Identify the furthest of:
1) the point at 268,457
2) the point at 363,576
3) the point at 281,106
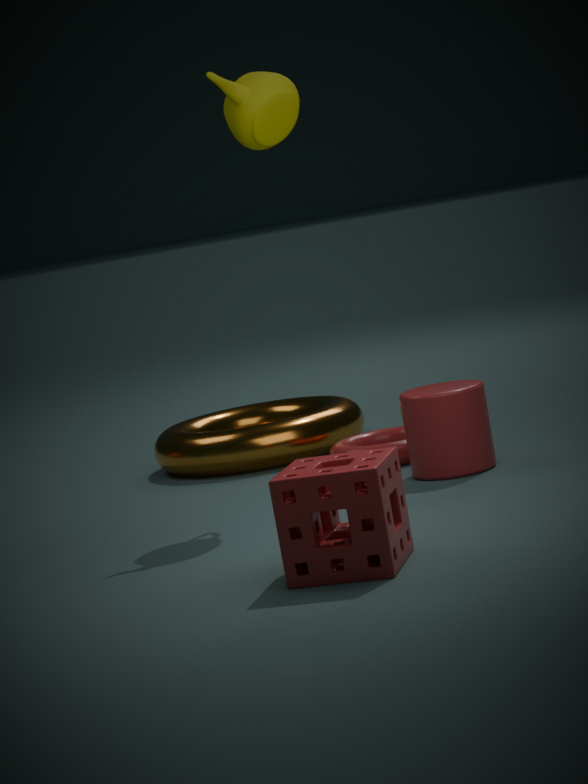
1. the point at 268,457
